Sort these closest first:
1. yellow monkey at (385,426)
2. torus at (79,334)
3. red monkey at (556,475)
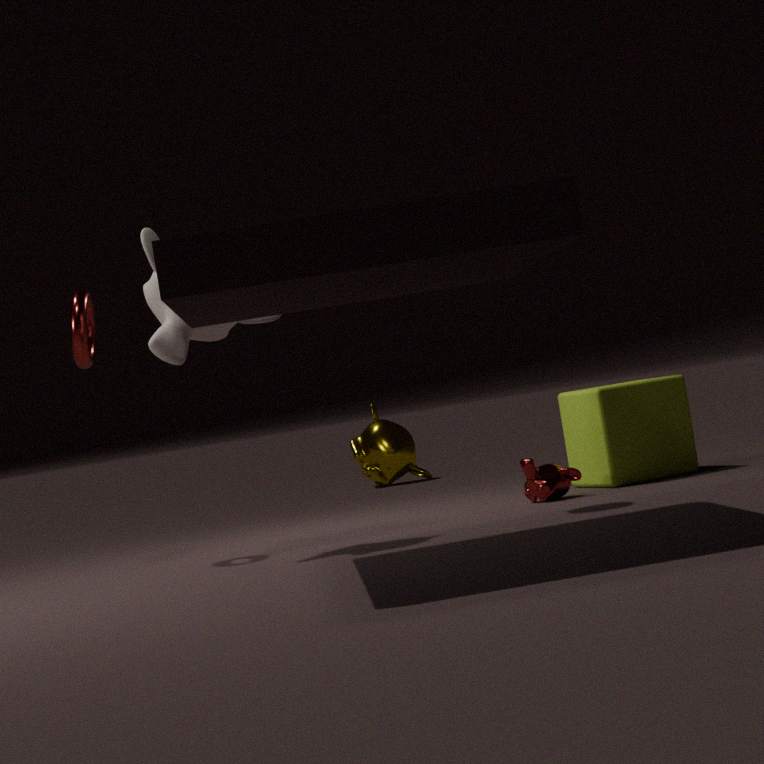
torus at (79,334), red monkey at (556,475), yellow monkey at (385,426)
